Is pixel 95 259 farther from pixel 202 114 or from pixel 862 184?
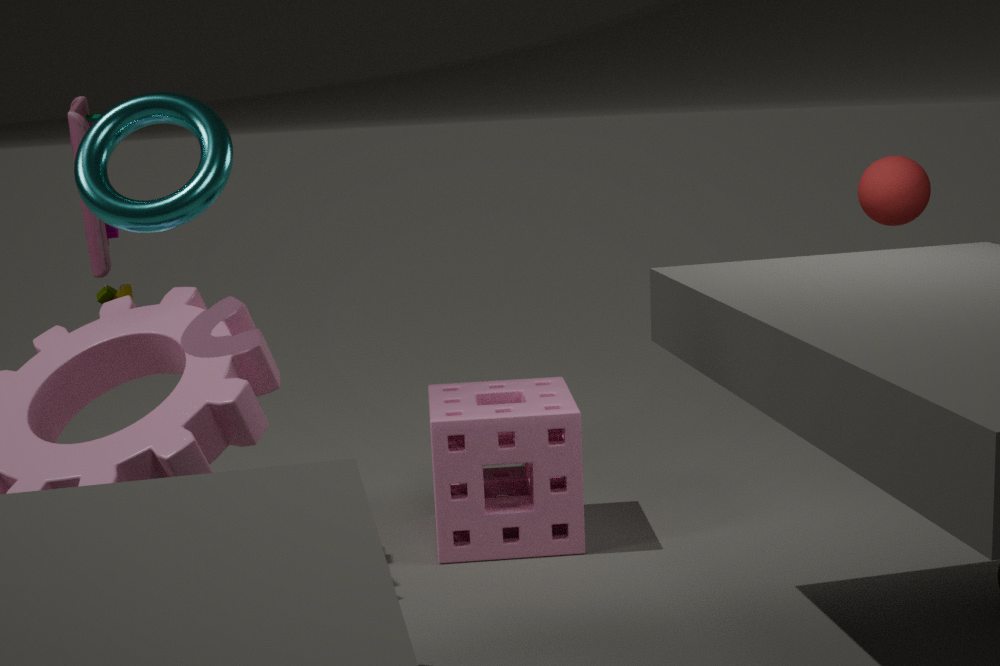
pixel 862 184
